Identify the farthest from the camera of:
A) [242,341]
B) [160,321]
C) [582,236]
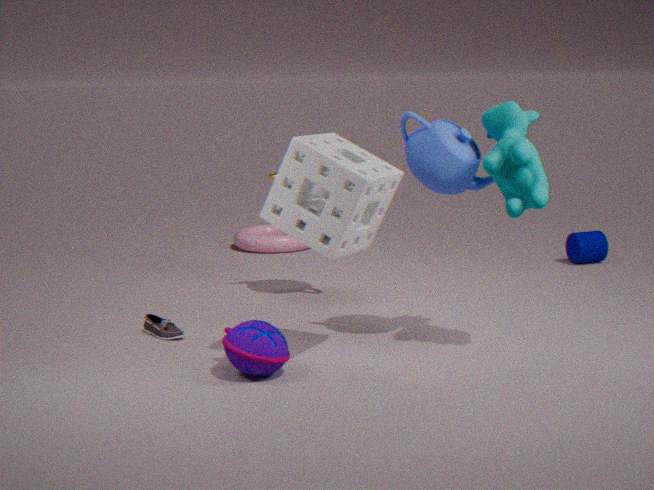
[582,236]
